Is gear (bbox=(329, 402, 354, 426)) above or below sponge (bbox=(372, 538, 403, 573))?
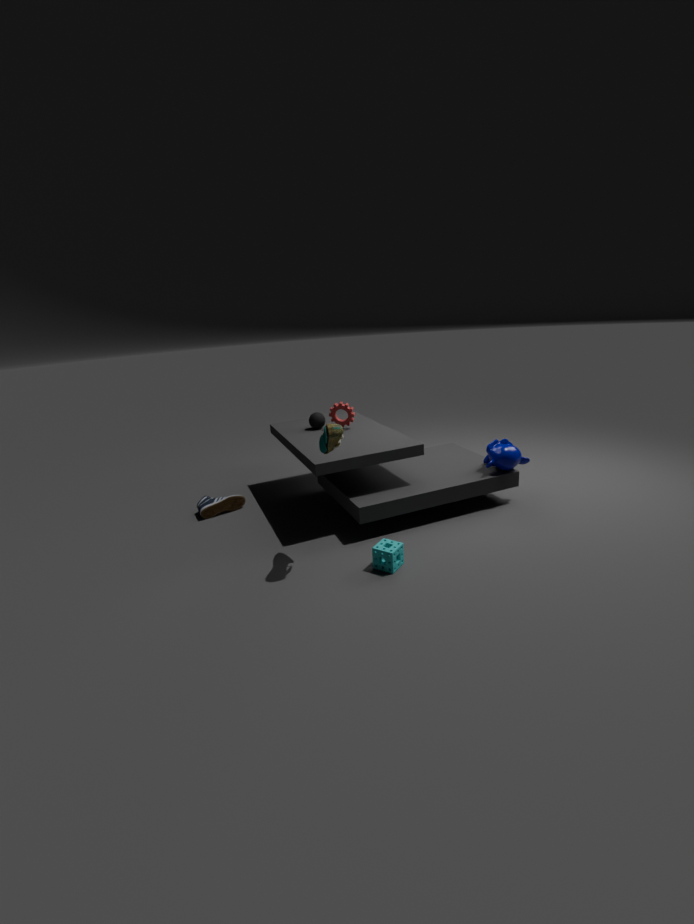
above
